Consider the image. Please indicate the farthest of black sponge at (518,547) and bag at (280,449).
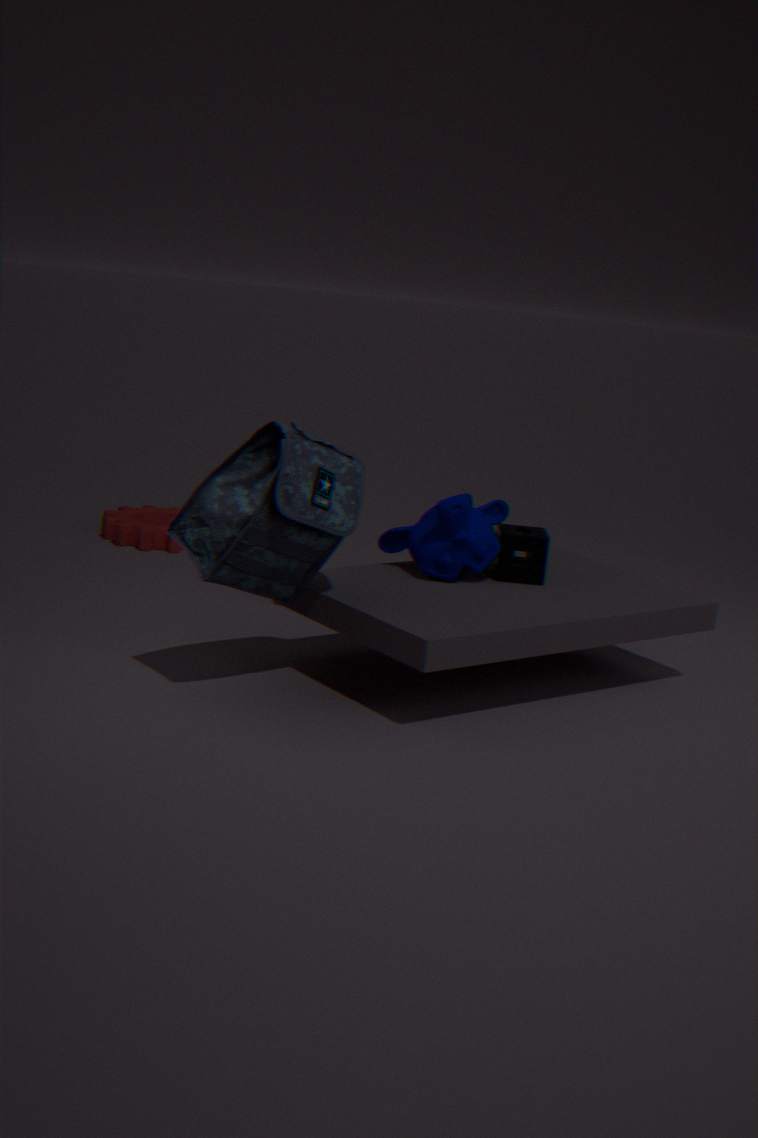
black sponge at (518,547)
